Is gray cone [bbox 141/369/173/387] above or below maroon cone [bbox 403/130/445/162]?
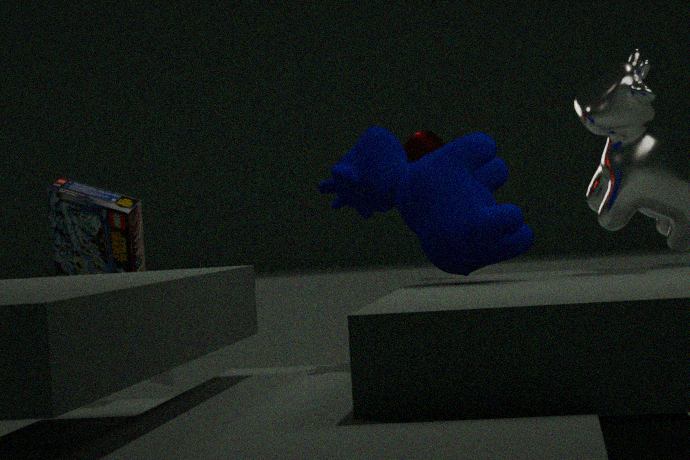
below
